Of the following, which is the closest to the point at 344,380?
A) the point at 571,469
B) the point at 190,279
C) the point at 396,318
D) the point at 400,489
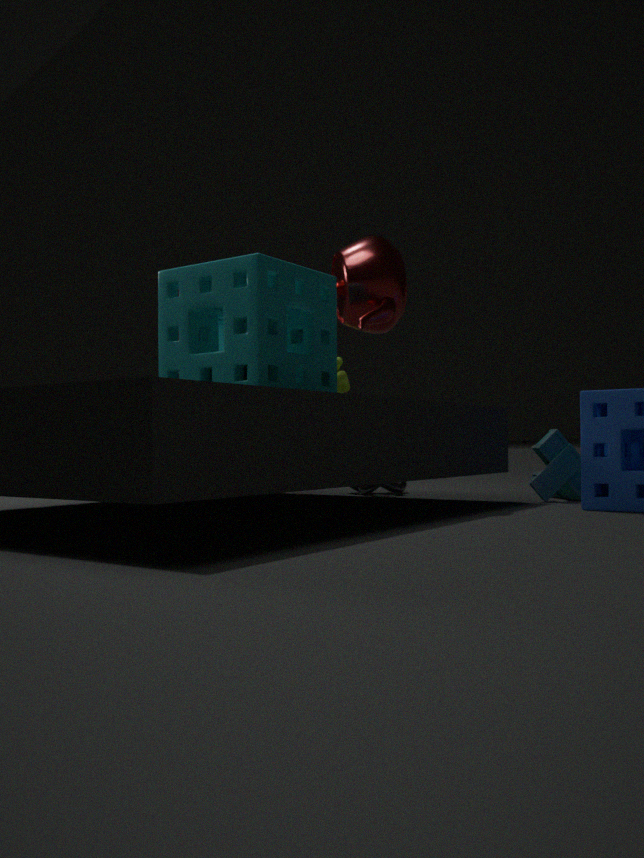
the point at 400,489
